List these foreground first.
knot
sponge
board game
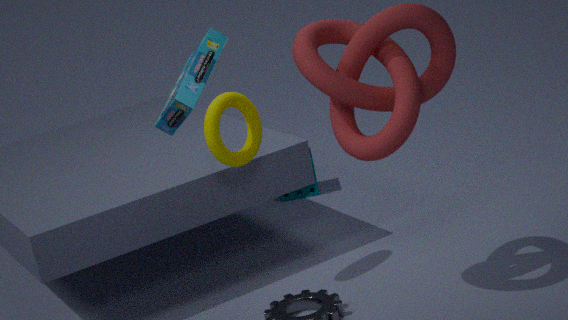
board game < knot < sponge
